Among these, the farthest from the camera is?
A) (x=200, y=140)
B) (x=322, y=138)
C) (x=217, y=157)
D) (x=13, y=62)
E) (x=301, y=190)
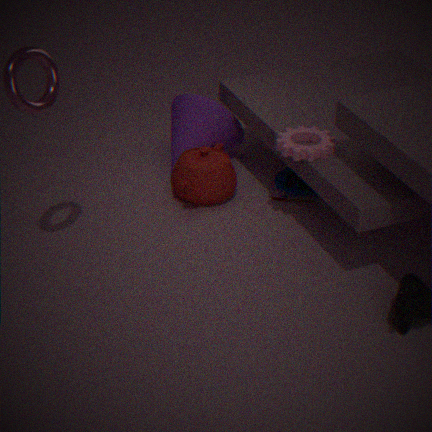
(x=200, y=140)
